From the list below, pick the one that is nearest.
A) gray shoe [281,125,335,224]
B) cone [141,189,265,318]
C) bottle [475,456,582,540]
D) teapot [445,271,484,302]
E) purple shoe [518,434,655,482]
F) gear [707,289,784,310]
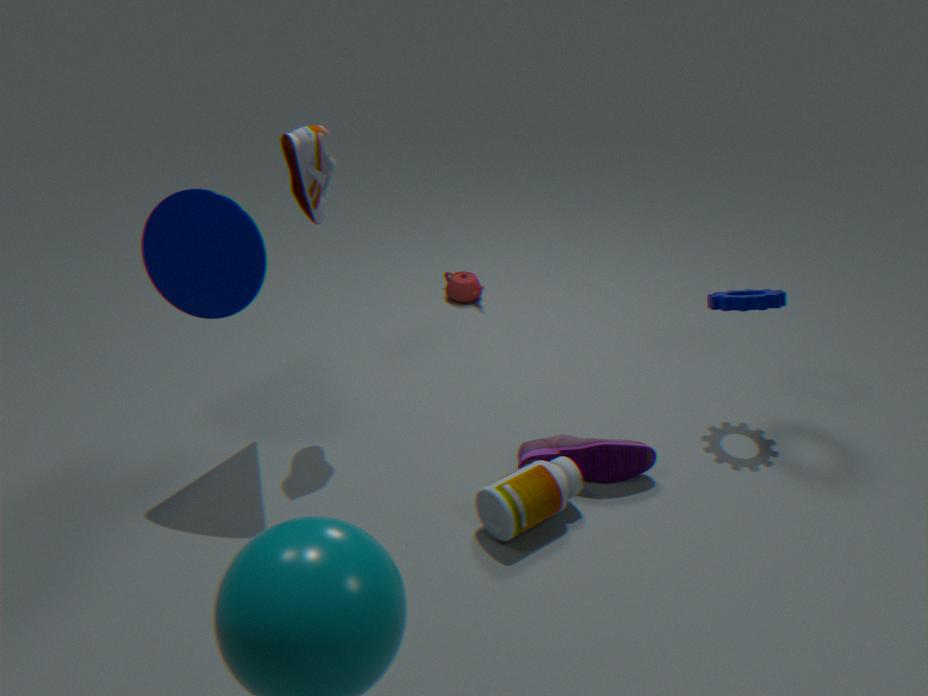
bottle [475,456,582,540]
